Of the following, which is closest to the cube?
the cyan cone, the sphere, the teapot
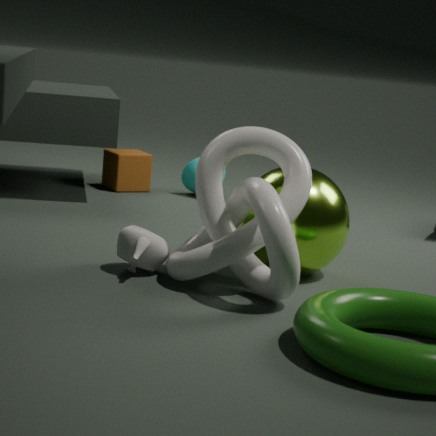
the cyan cone
